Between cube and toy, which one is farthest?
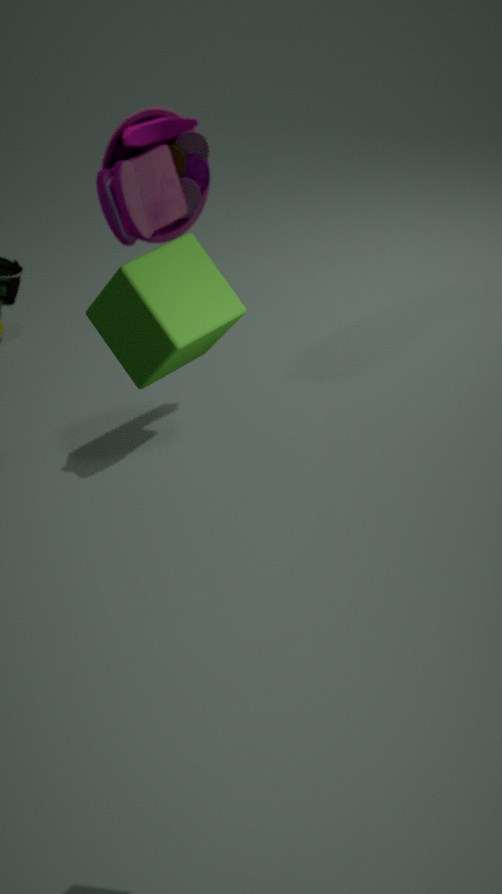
toy
